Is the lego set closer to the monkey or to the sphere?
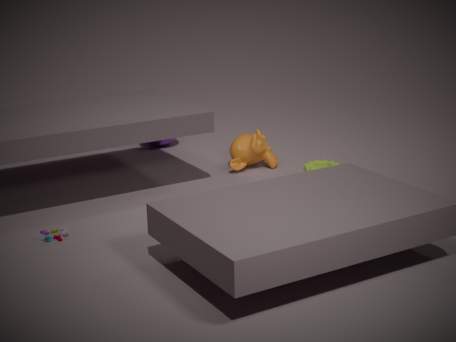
the monkey
